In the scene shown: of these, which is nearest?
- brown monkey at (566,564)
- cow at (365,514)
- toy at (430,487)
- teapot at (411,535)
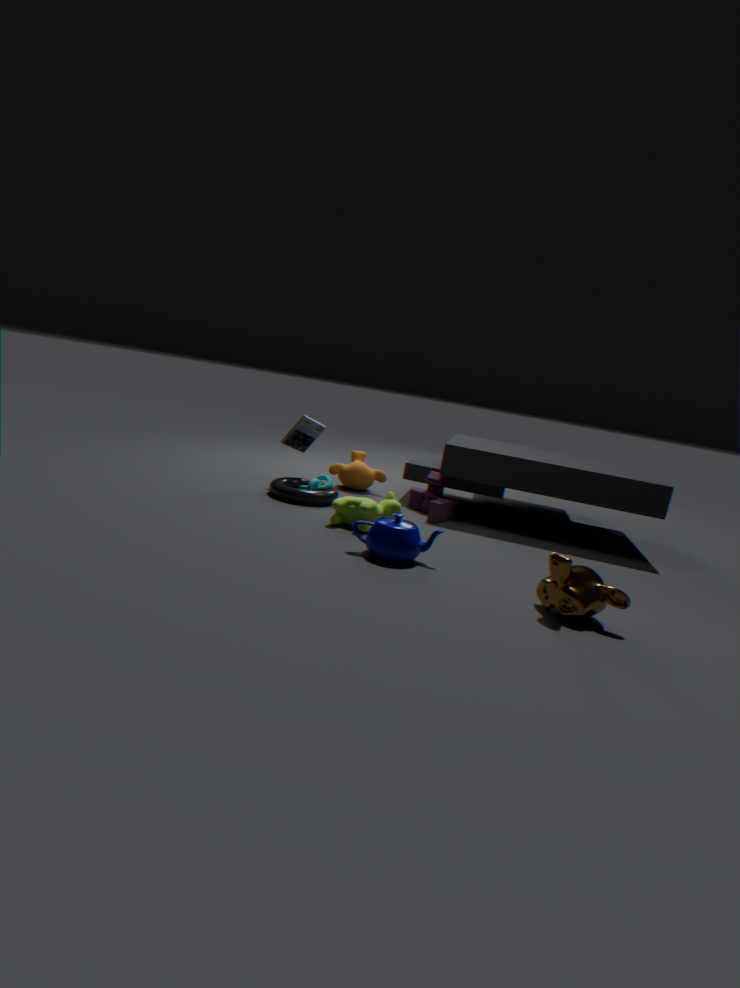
brown monkey at (566,564)
